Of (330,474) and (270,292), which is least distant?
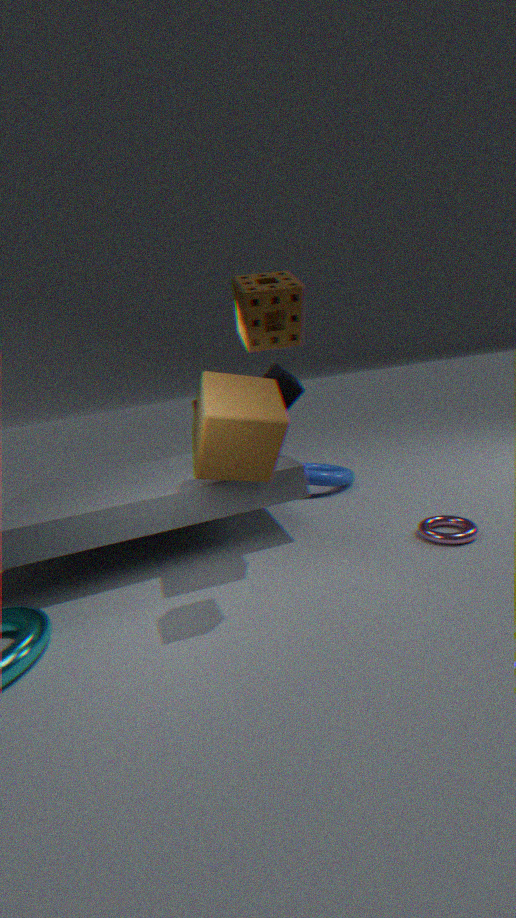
(270,292)
